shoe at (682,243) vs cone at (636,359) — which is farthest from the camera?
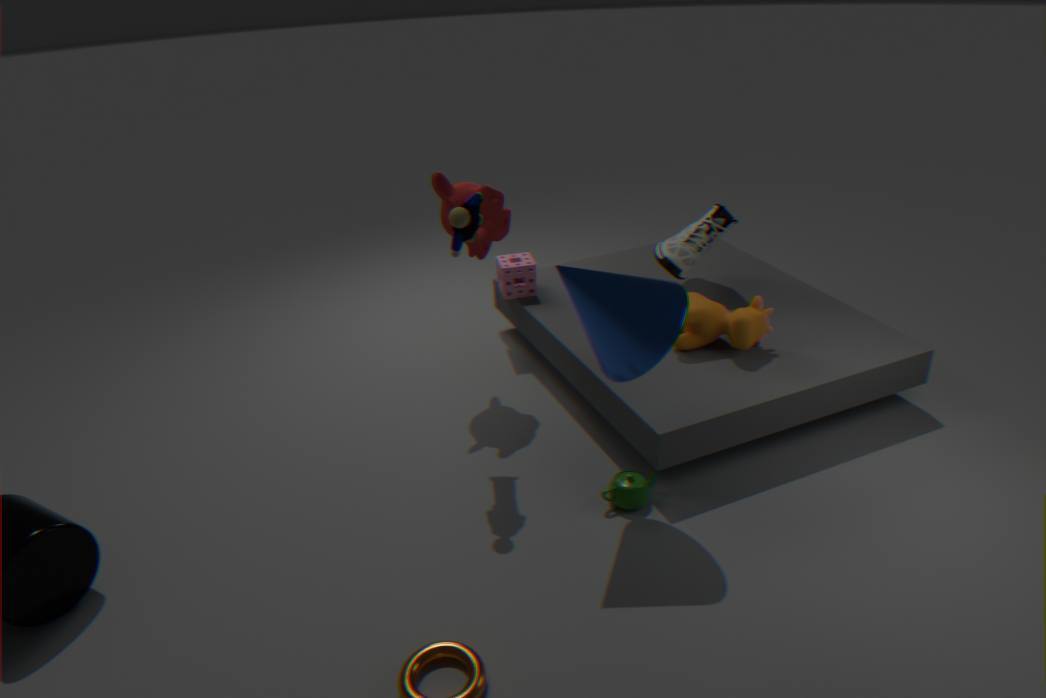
shoe at (682,243)
